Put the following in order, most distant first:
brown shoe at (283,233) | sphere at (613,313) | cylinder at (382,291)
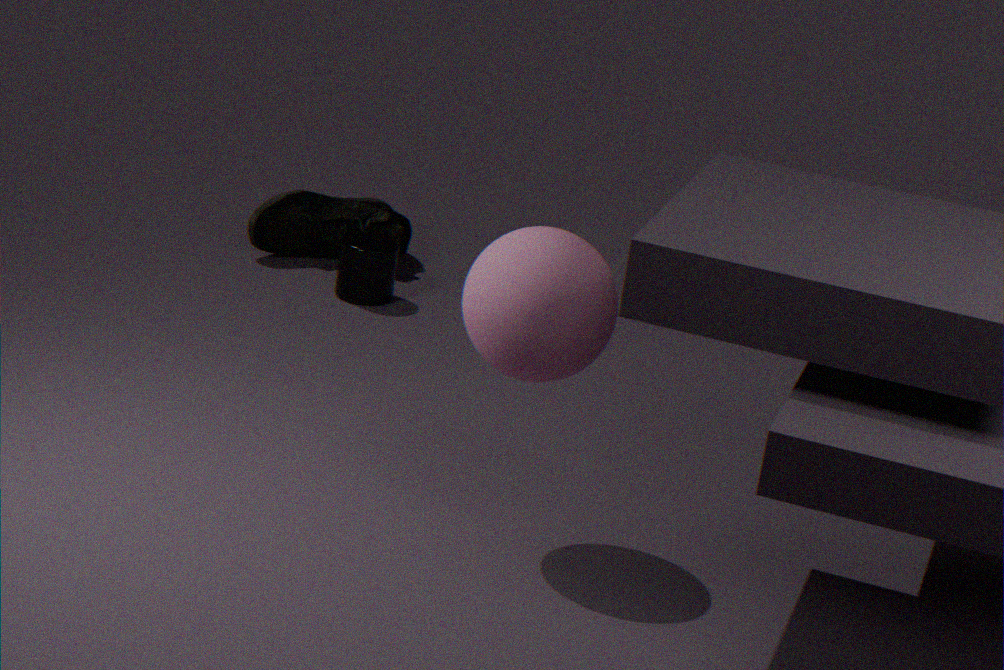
brown shoe at (283,233) → cylinder at (382,291) → sphere at (613,313)
